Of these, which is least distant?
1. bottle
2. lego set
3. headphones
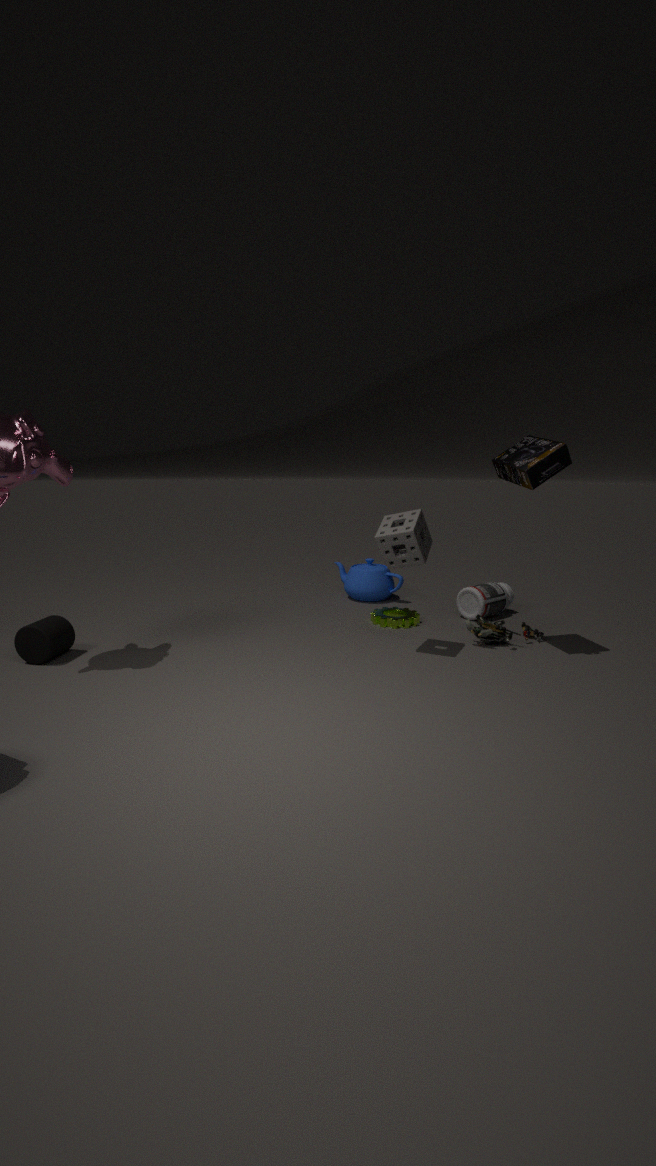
headphones
